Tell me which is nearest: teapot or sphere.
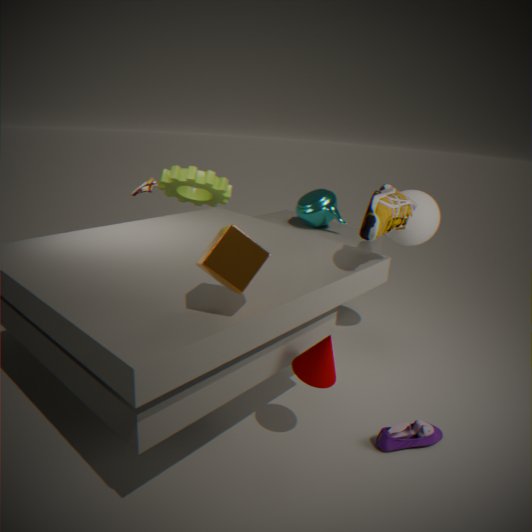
sphere
